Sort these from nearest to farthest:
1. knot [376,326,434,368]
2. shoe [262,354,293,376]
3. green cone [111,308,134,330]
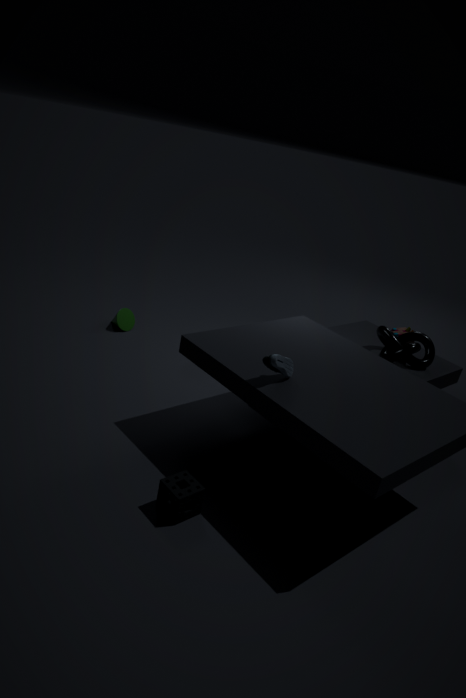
1. shoe [262,354,293,376]
2. knot [376,326,434,368]
3. green cone [111,308,134,330]
